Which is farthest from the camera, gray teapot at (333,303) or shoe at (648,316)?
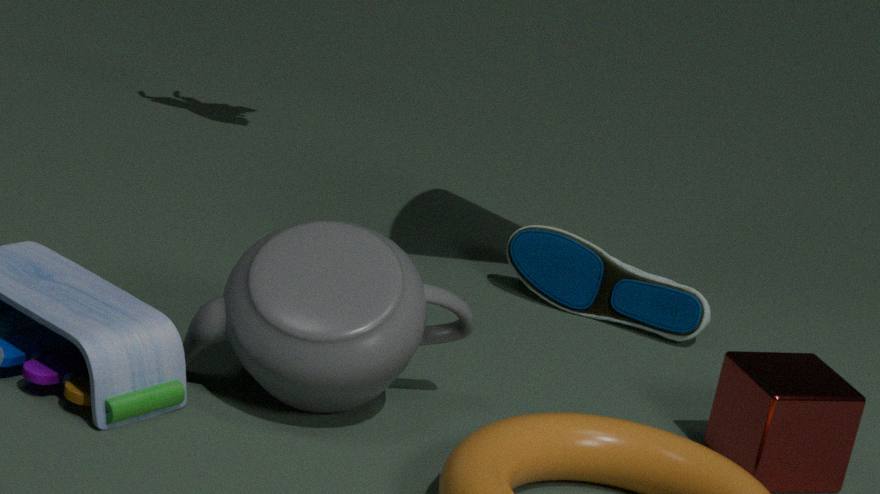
shoe at (648,316)
